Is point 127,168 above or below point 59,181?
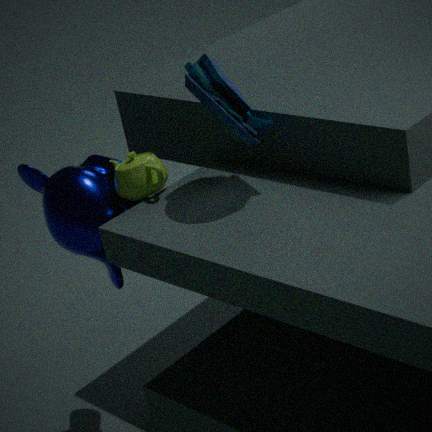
above
